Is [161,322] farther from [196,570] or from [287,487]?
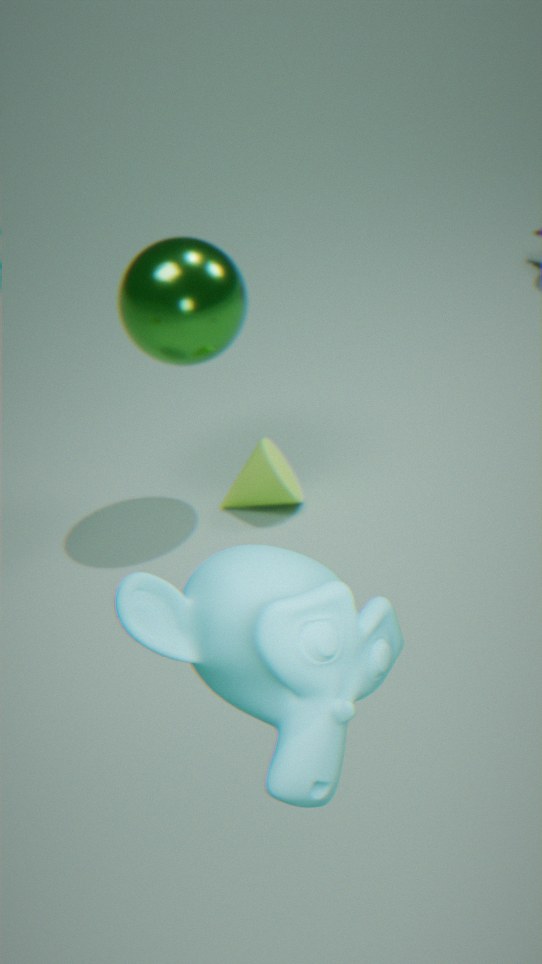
[196,570]
